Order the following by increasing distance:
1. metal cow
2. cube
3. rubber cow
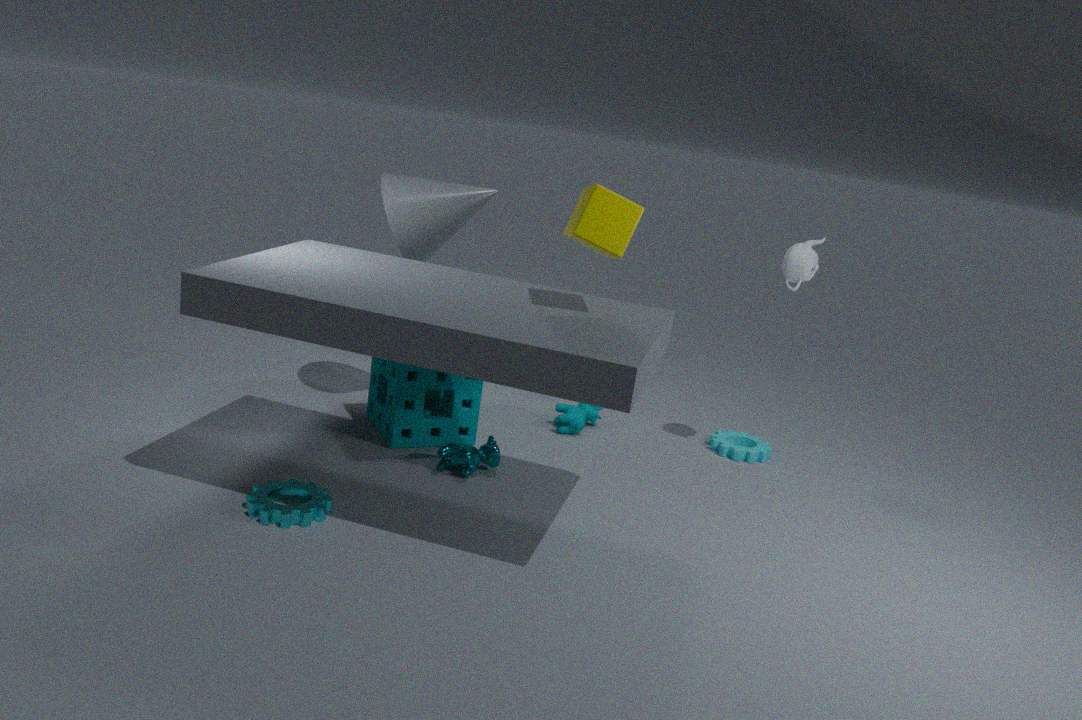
cube, metal cow, rubber cow
